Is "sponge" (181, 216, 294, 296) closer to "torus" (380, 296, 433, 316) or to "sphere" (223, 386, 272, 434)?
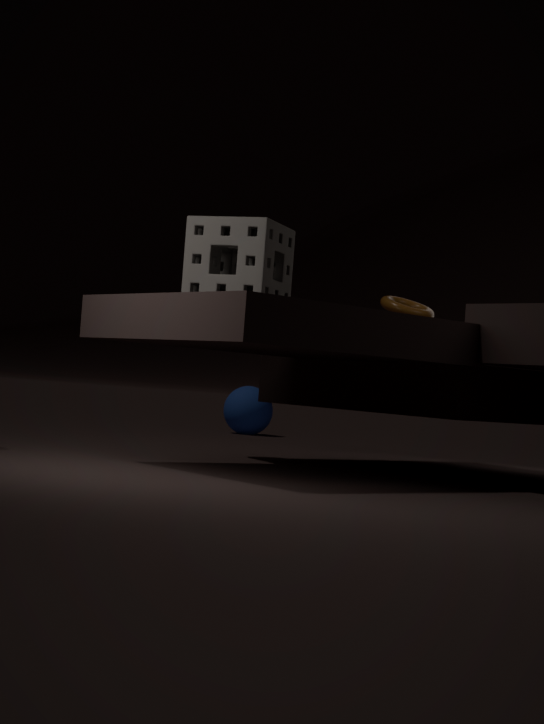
"torus" (380, 296, 433, 316)
